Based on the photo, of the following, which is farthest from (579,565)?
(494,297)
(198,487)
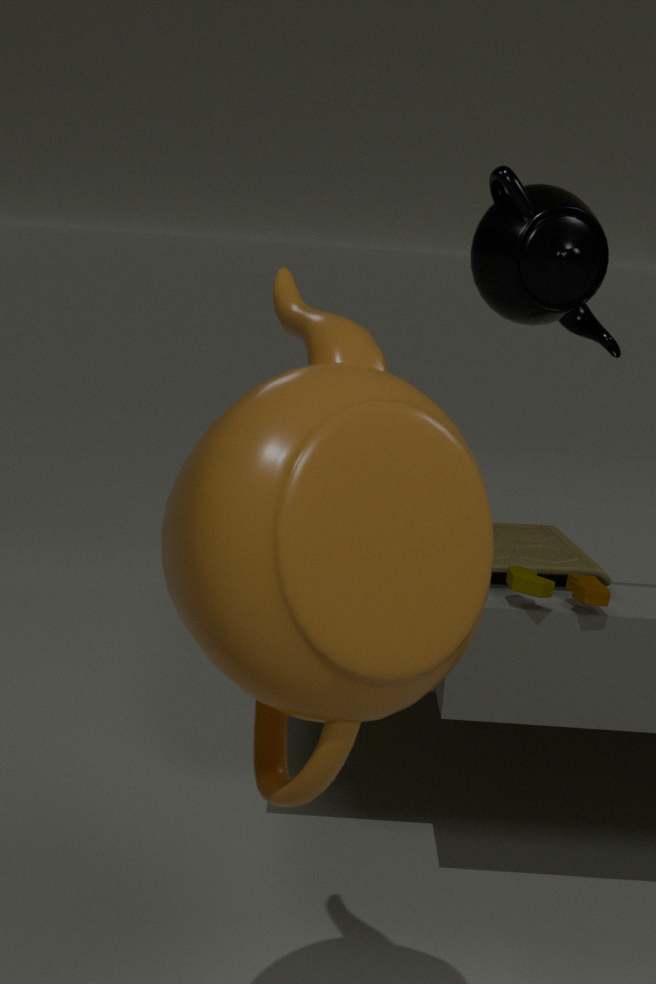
(494,297)
